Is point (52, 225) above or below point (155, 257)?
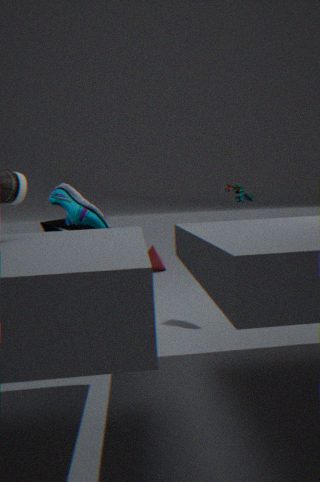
above
